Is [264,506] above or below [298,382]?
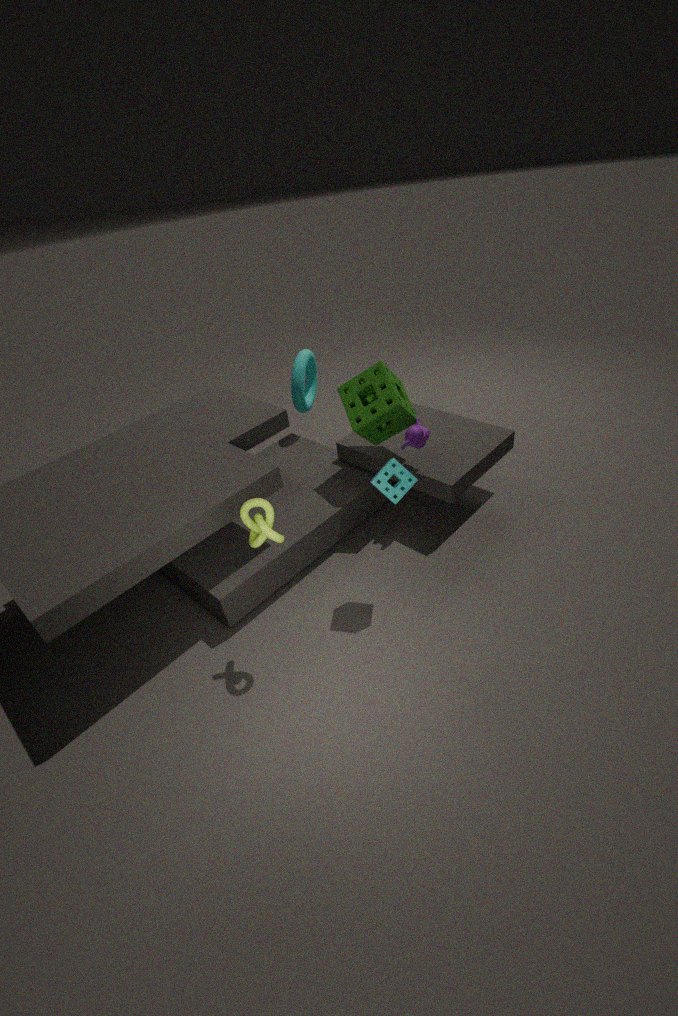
above
